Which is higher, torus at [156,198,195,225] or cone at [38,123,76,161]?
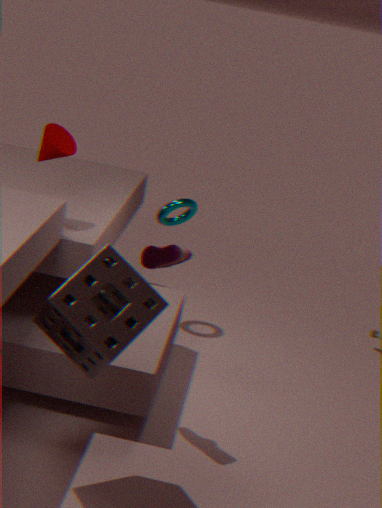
cone at [38,123,76,161]
